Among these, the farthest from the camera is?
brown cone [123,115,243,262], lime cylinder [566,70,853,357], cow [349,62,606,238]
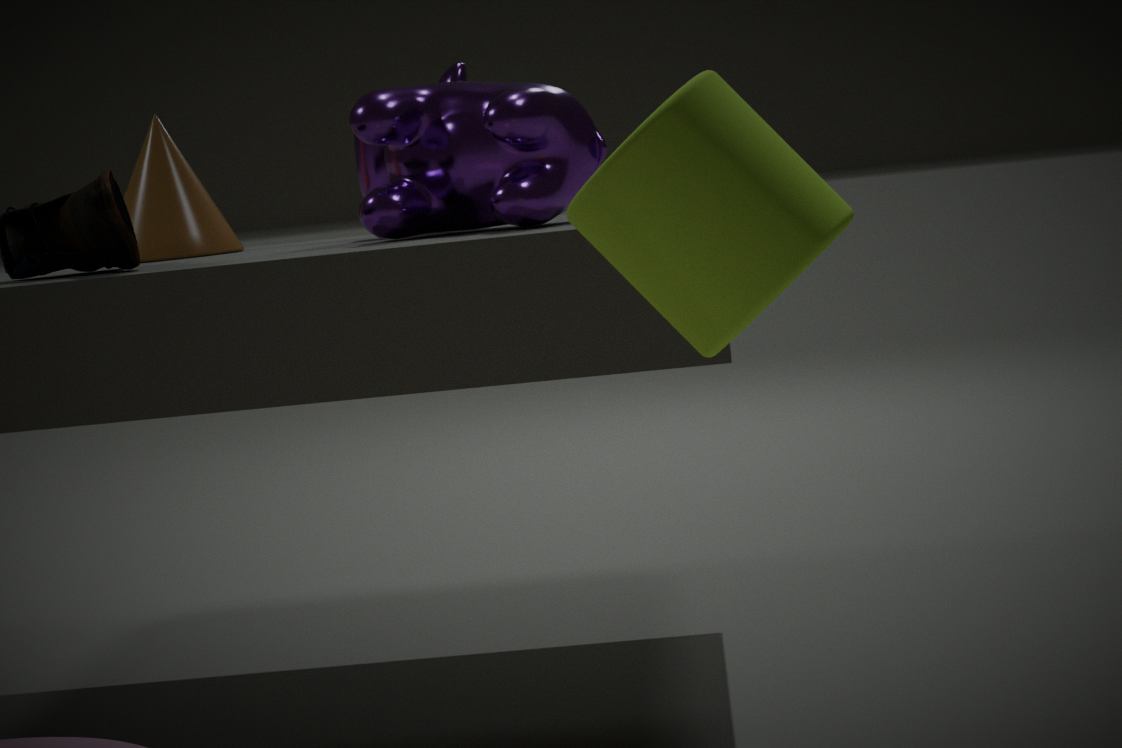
brown cone [123,115,243,262]
